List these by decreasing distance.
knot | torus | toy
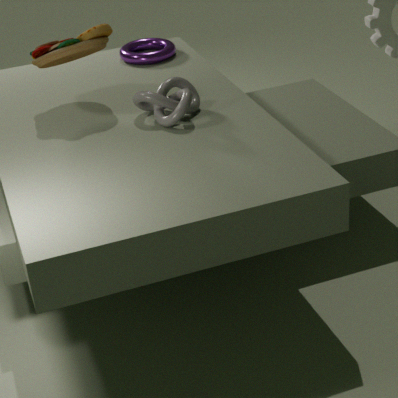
torus, toy, knot
